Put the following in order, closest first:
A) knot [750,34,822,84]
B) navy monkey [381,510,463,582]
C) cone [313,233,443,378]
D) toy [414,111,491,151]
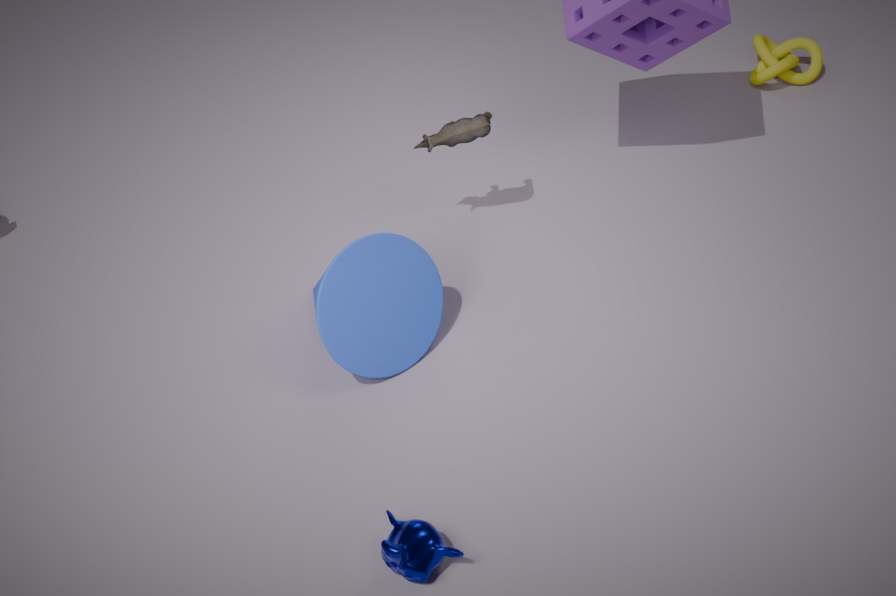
navy monkey [381,510,463,582] → cone [313,233,443,378] → toy [414,111,491,151] → knot [750,34,822,84]
